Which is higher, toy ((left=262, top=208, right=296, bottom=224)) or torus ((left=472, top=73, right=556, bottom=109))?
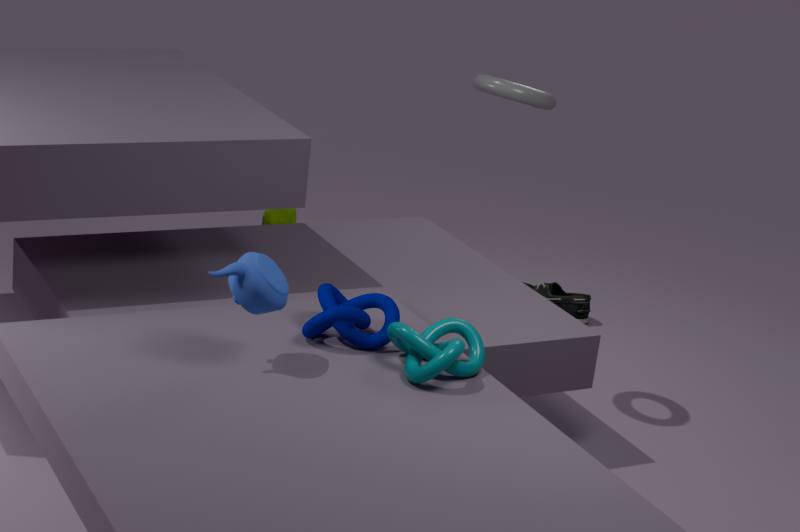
torus ((left=472, top=73, right=556, bottom=109))
